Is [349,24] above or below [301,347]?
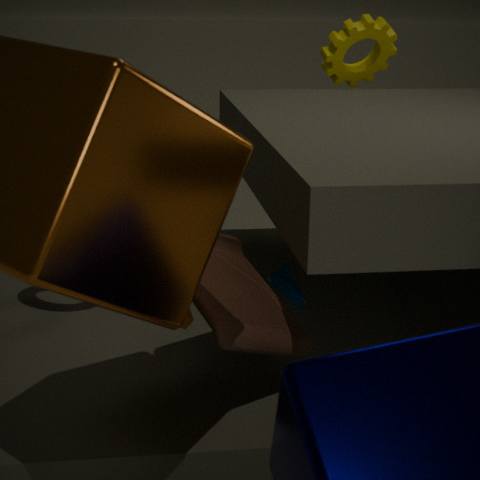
above
